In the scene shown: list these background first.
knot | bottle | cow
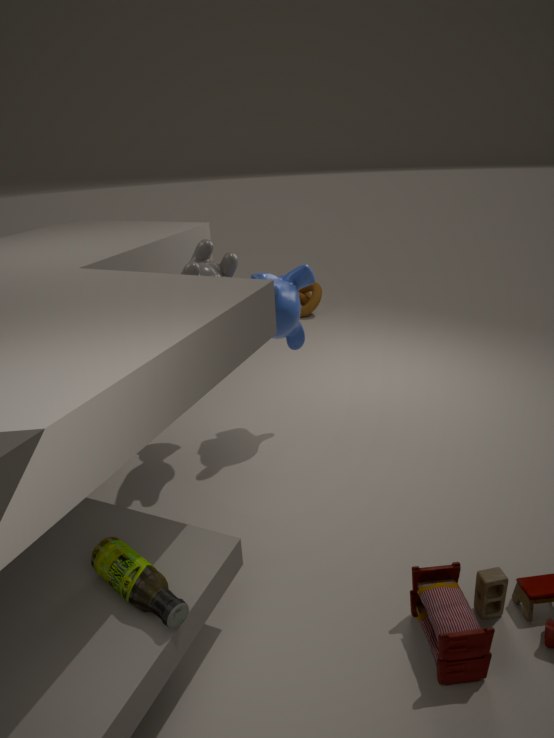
knot, cow, bottle
